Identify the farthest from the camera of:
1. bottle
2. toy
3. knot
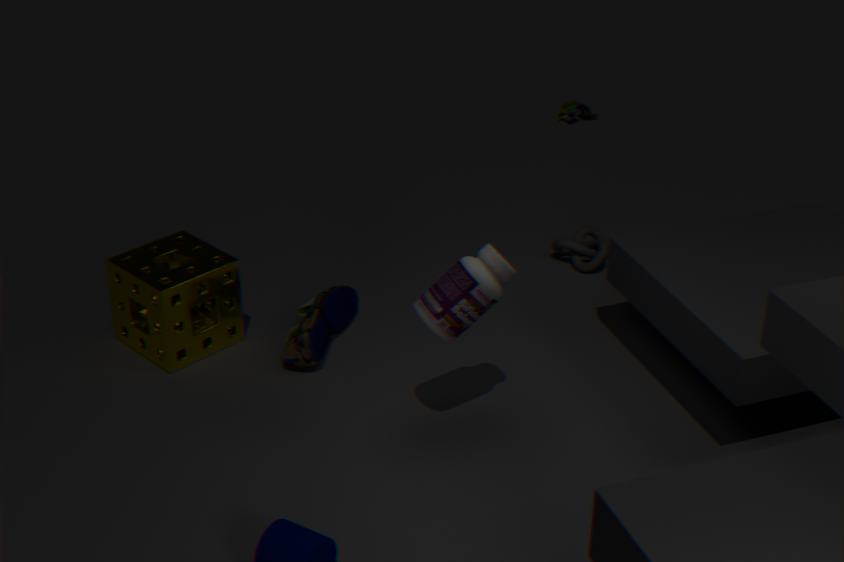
toy
